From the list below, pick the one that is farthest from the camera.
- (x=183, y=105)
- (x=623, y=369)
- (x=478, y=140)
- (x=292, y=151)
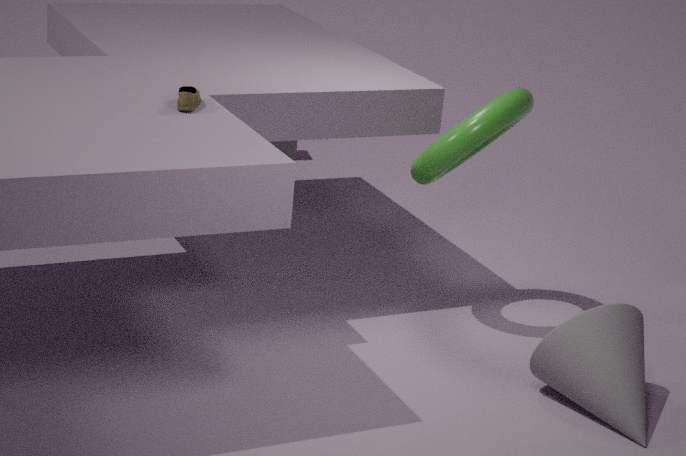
(x=292, y=151)
